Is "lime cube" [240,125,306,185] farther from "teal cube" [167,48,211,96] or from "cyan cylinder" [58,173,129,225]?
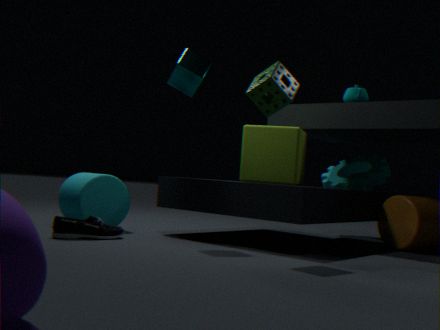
"cyan cylinder" [58,173,129,225]
